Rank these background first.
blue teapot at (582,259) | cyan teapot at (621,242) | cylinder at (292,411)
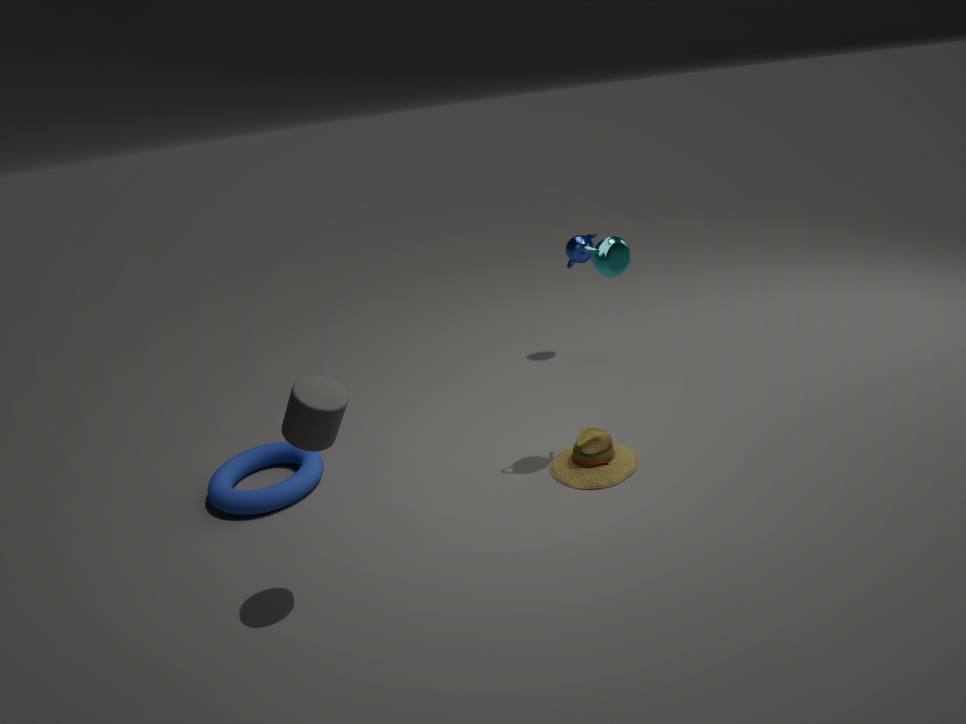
blue teapot at (582,259) → cyan teapot at (621,242) → cylinder at (292,411)
